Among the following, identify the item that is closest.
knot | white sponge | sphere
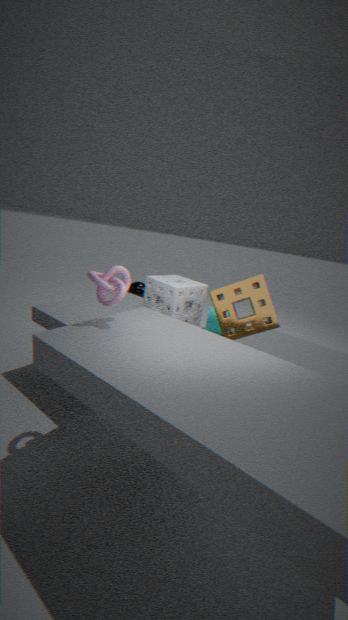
knot
